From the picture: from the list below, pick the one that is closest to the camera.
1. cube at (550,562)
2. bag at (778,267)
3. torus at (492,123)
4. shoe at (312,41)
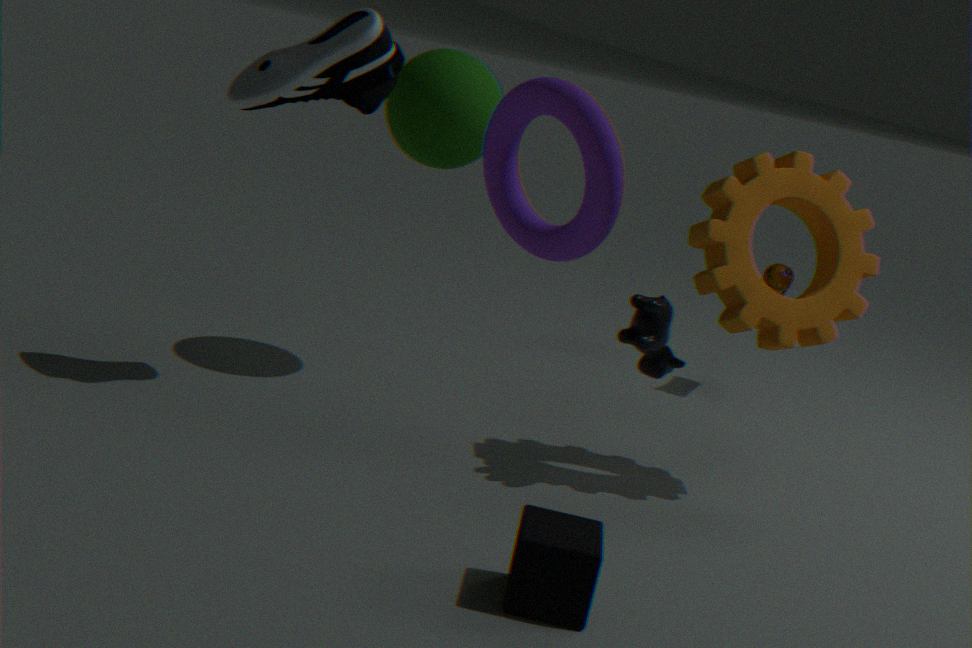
torus at (492,123)
